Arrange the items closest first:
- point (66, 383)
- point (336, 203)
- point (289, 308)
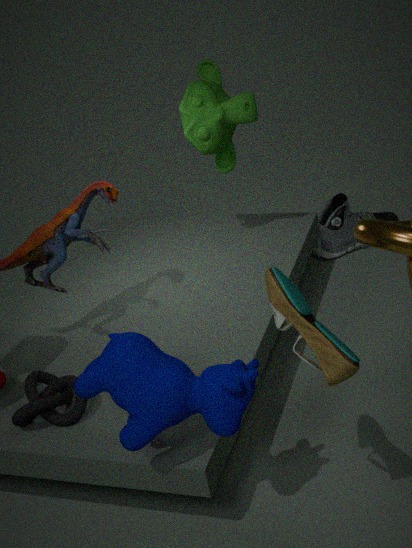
1. point (289, 308)
2. point (66, 383)
3. point (336, 203)
